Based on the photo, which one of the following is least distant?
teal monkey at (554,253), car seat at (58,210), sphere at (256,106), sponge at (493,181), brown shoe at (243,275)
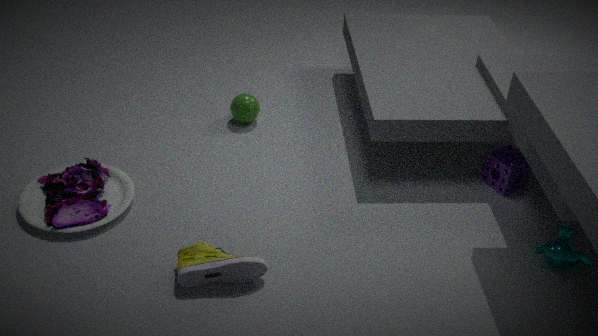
brown shoe at (243,275)
